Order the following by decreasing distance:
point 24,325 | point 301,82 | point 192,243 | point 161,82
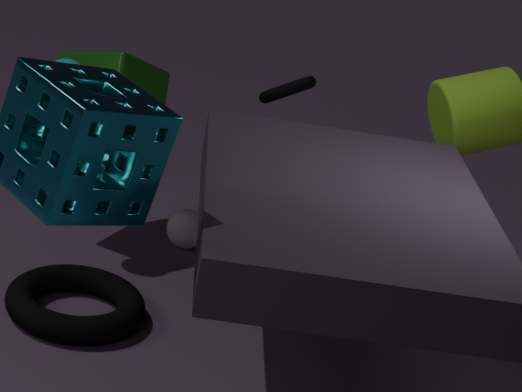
point 192,243
point 301,82
point 161,82
point 24,325
